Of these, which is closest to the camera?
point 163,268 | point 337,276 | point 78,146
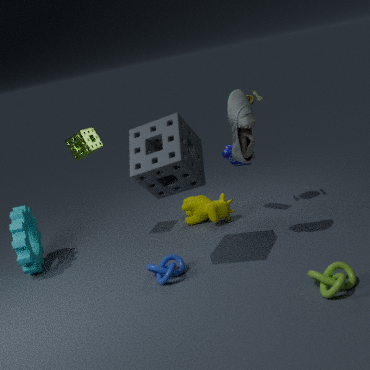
point 337,276
